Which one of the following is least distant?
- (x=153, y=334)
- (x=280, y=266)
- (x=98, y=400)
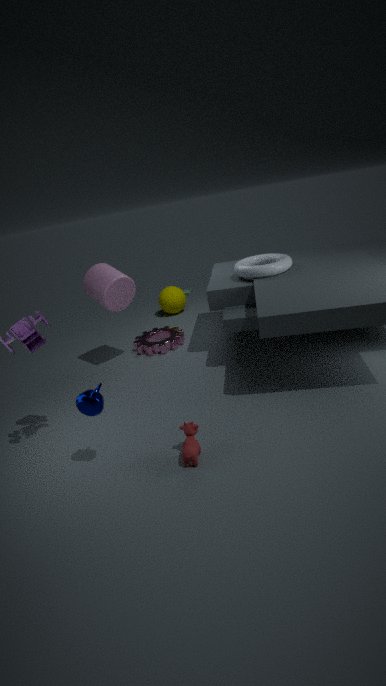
(x=98, y=400)
